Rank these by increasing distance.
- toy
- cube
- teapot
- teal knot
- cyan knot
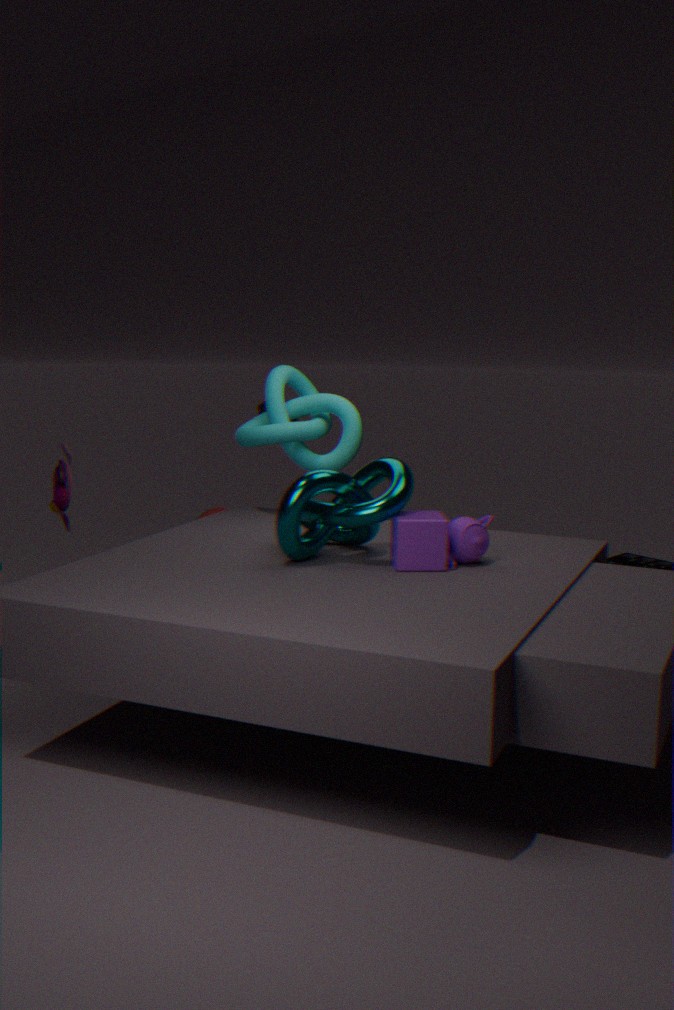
teal knot → cube → teapot → toy → cyan knot
